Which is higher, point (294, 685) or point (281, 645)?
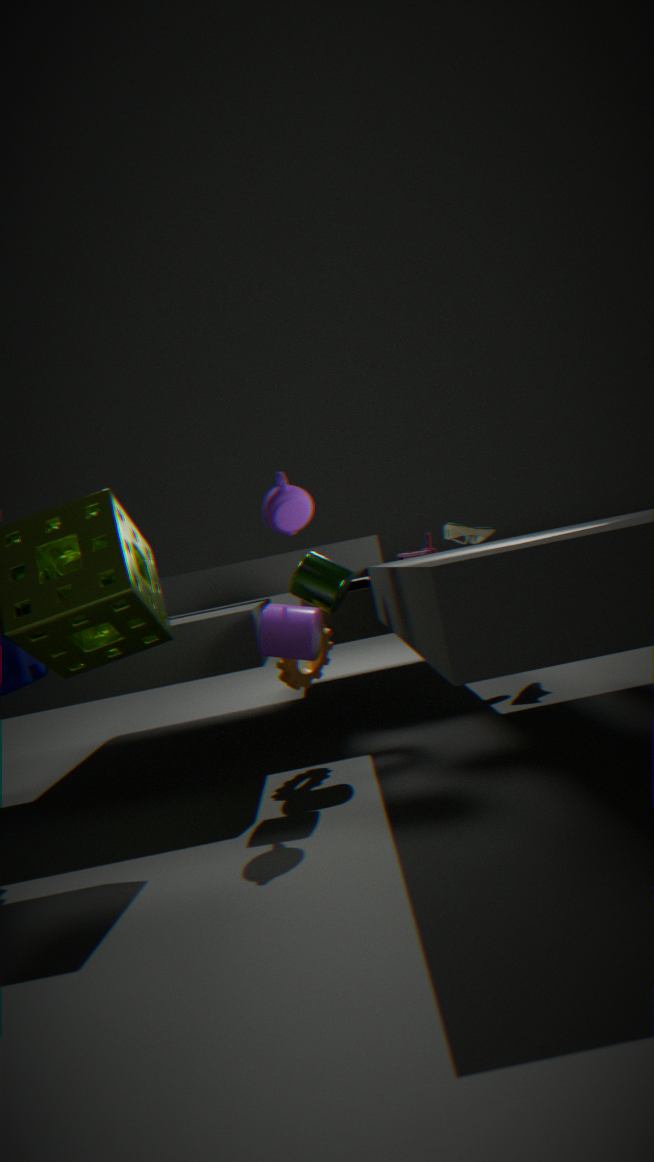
point (281, 645)
